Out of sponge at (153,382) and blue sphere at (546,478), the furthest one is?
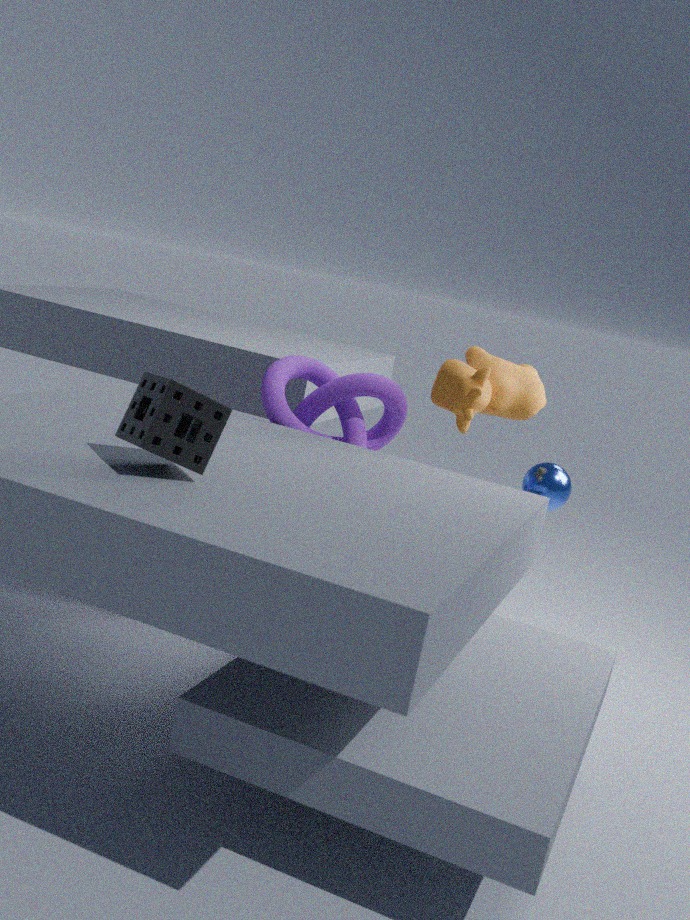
blue sphere at (546,478)
